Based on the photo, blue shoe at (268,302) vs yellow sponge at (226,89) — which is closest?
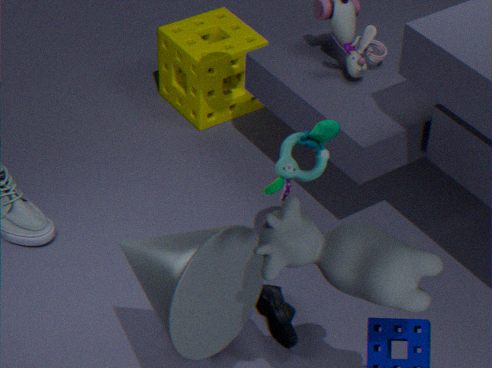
blue shoe at (268,302)
